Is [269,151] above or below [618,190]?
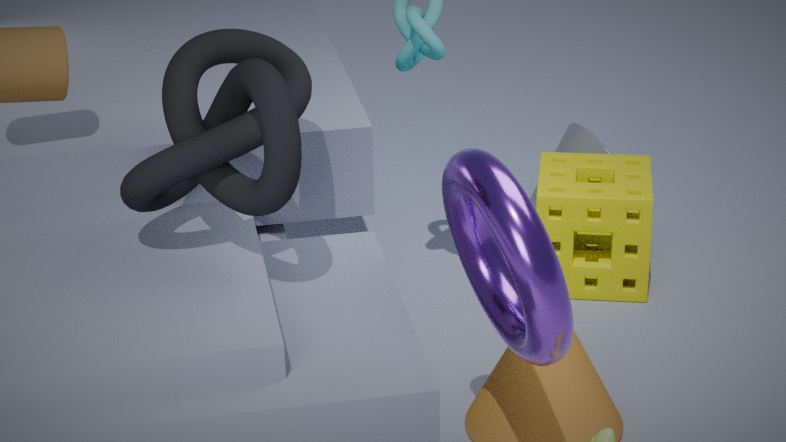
above
